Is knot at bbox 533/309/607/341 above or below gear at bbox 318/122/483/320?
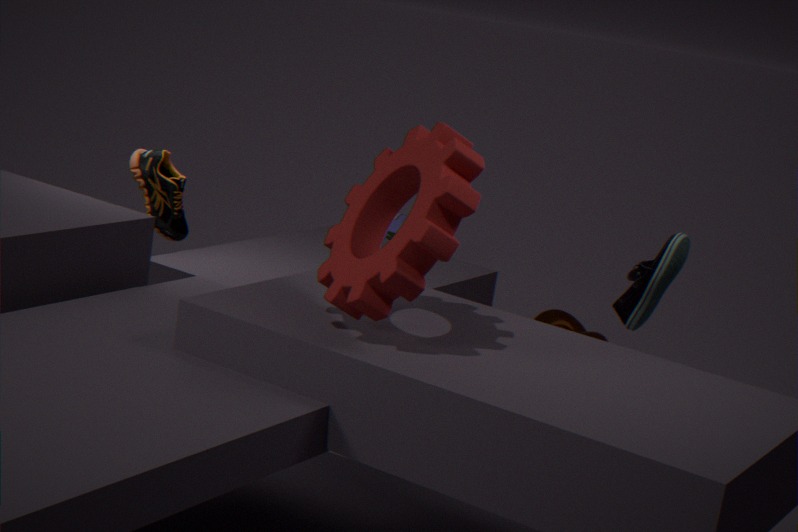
below
